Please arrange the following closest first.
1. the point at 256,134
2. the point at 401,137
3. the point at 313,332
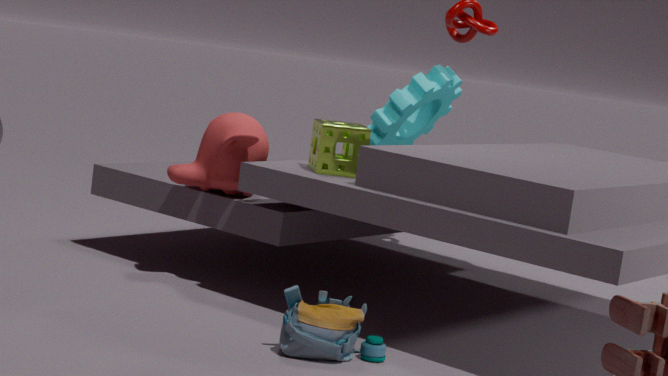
1. the point at 313,332
2. the point at 256,134
3. the point at 401,137
